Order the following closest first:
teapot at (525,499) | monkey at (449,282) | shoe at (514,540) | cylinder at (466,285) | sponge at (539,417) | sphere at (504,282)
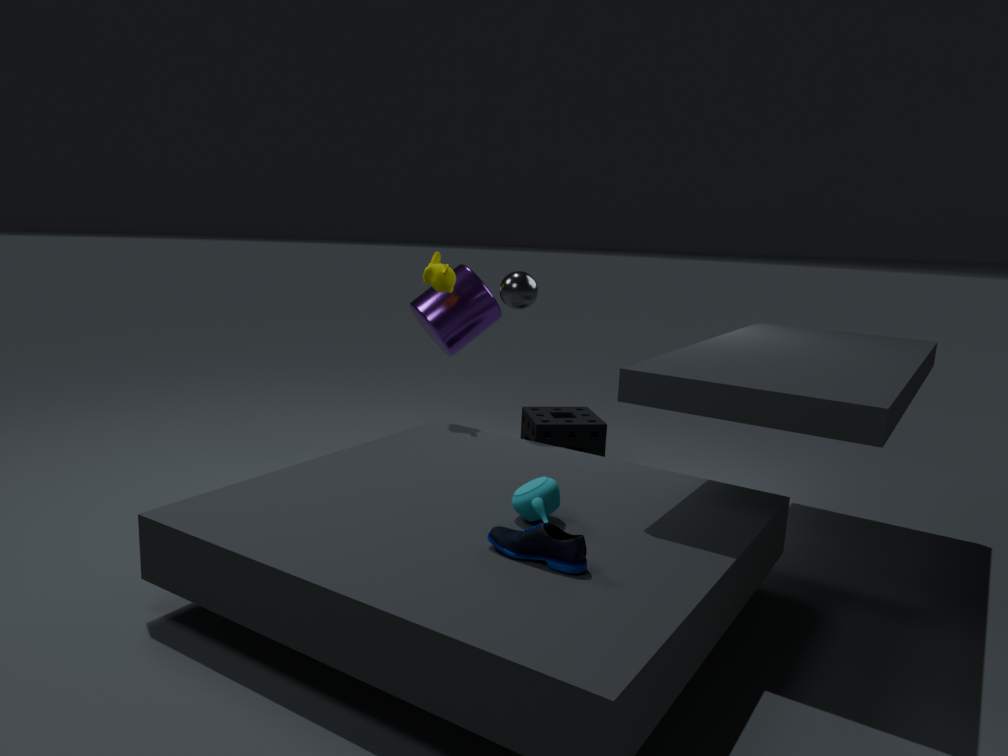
shoe at (514,540), teapot at (525,499), sphere at (504,282), monkey at (449,282), sponge at (539,417), cylinder at (466,285)
